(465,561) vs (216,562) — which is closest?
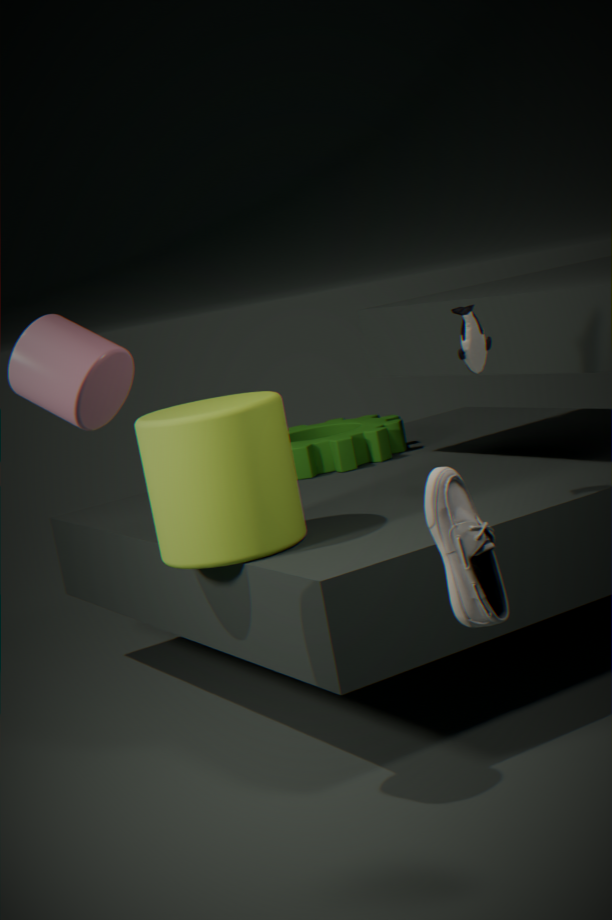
(465,561)
